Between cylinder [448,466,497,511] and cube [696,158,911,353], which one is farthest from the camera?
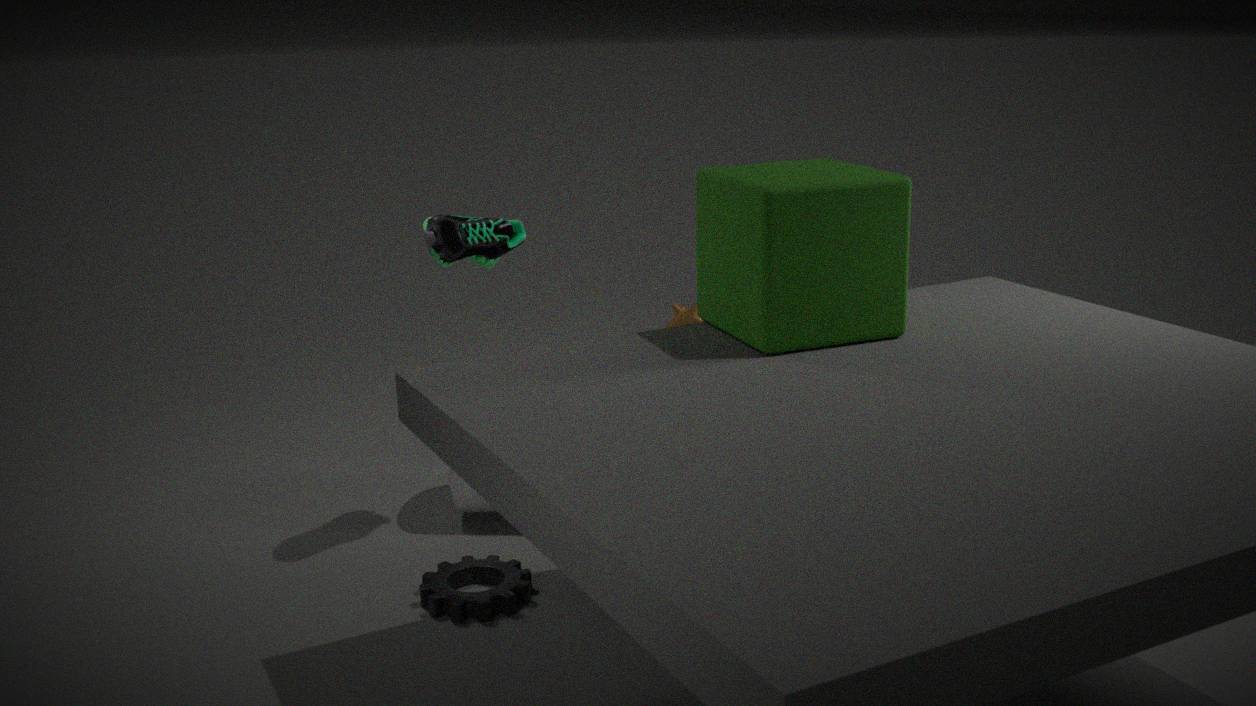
cylinder [448,466,497,511]
